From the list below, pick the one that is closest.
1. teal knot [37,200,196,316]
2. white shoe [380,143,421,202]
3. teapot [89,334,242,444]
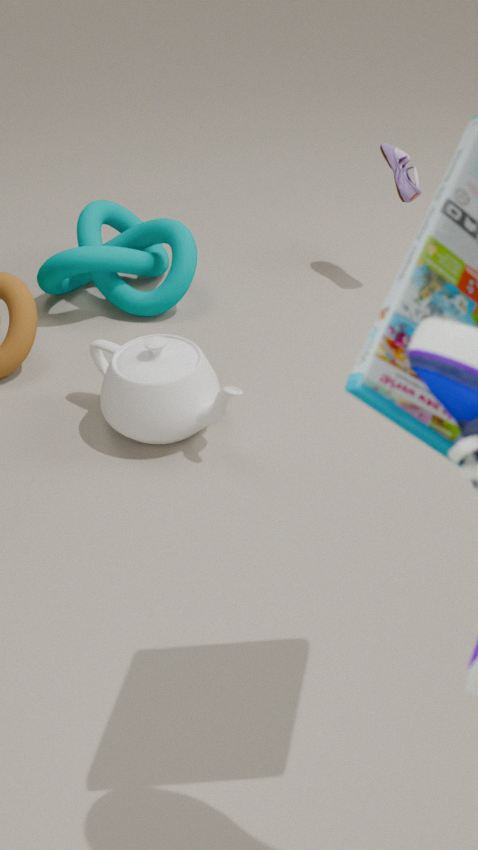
teapot [89,334,242,444]
